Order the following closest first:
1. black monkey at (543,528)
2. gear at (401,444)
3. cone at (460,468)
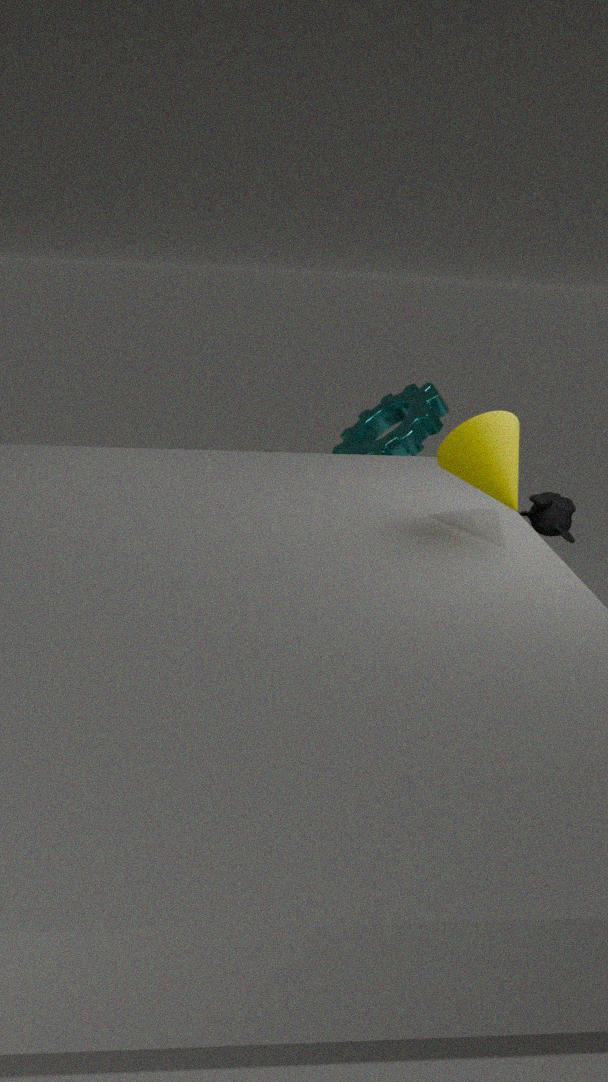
cone at (460,468) → black monkey at (543,528) → gear at (401,444)
